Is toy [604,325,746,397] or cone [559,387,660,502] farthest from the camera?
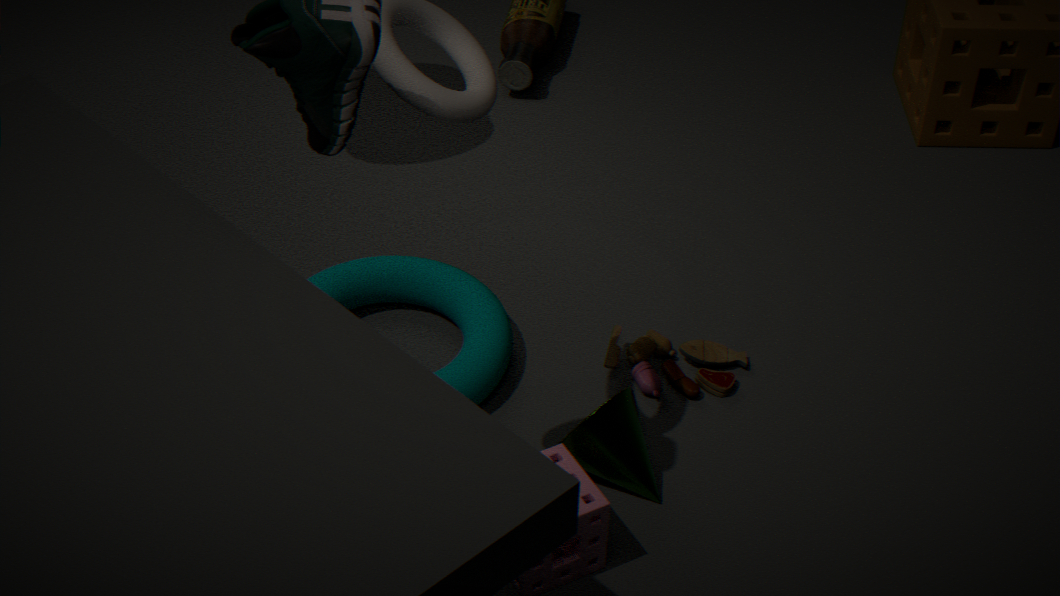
toy [604,325,746,397]
